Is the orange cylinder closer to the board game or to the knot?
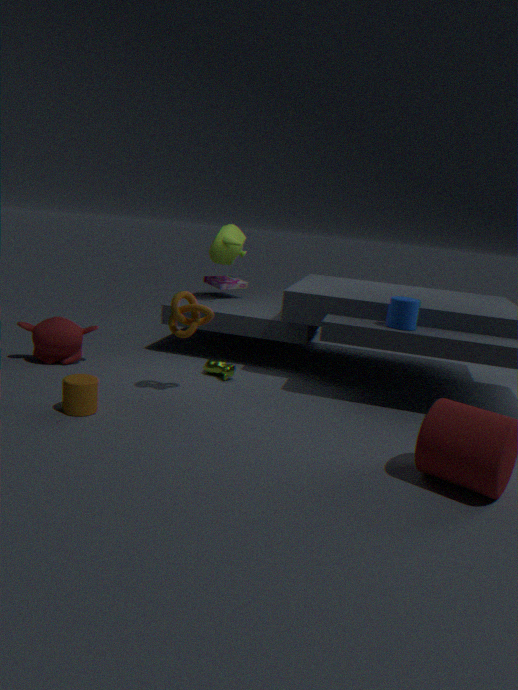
the knot
